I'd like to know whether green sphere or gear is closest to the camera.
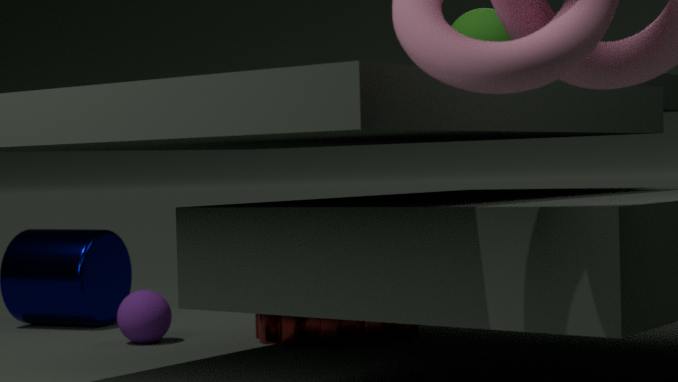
green sphere
